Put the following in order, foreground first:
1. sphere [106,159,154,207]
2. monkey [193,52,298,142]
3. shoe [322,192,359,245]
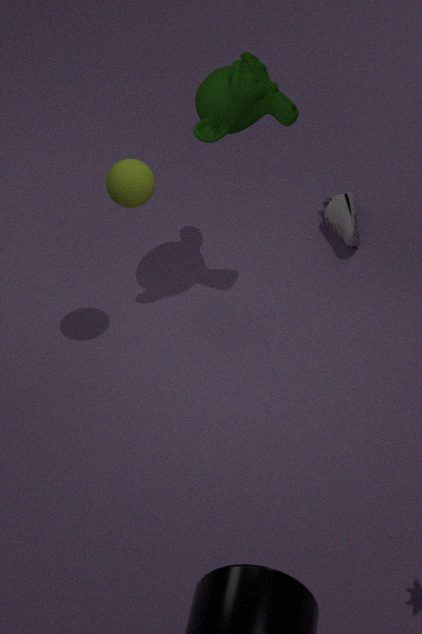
1. sphere [106,159,154,207]
2. monkey [193,52,298,142]
3. shoe [322,192,359,245]
